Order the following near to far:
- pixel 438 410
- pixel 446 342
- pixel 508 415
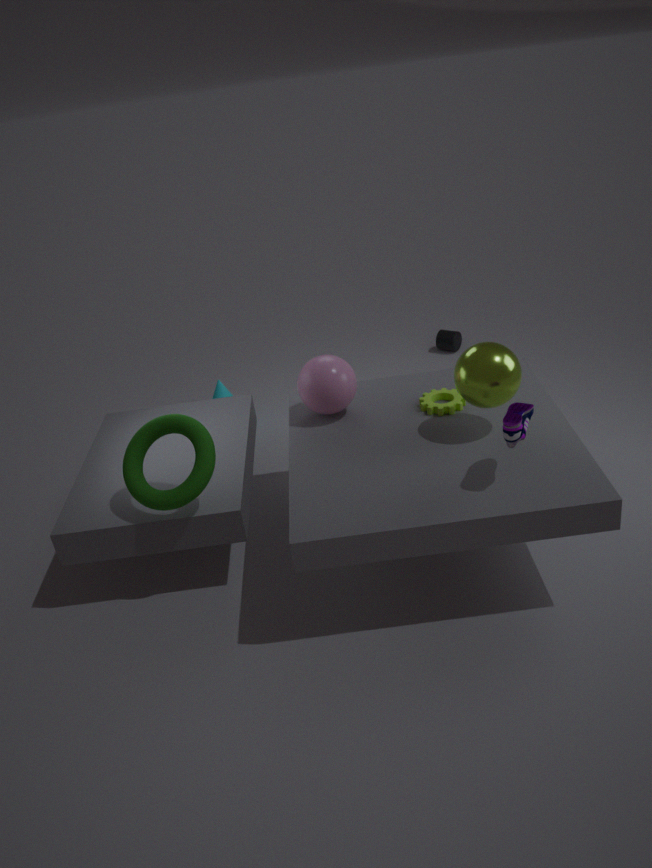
pixel 508 415, pixel 438 410, pixel 446 342
